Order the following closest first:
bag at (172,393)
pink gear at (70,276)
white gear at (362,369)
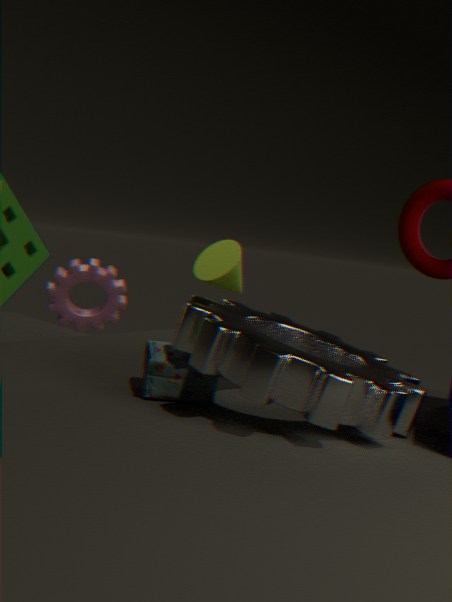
white gear at (362,369)
bag at (172,393)
pink gear at (70,276)
